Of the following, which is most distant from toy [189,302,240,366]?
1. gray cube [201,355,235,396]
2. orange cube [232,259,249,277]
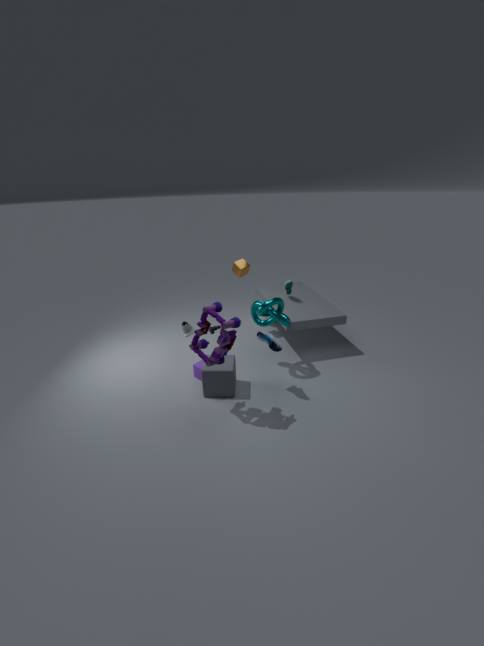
orange cube [232,259,249,277]
